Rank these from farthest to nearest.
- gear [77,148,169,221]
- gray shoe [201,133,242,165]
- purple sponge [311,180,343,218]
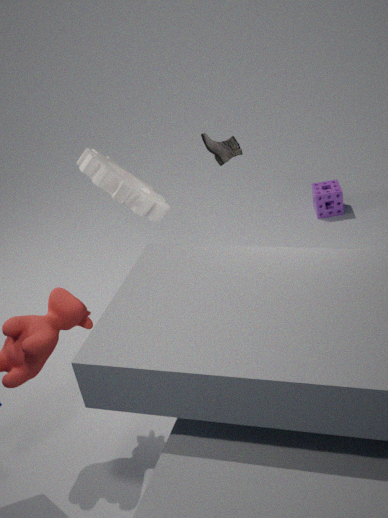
purple sponge [311,180,343,218]
gray shoe [201,133,242,165]
gear [77,148,169,221]
